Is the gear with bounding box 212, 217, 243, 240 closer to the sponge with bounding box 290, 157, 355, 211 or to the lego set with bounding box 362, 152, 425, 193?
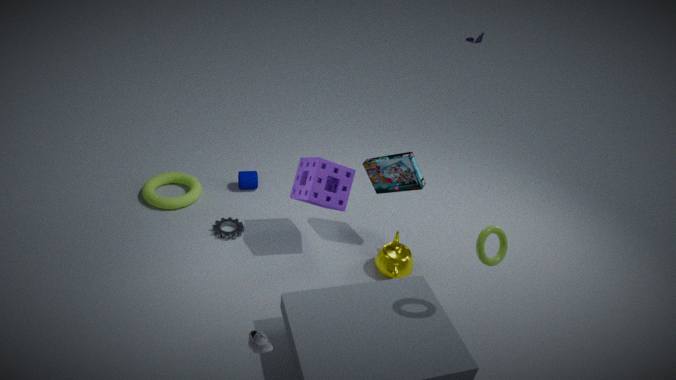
the sponge with bounding box 290, 157, 355, 211
